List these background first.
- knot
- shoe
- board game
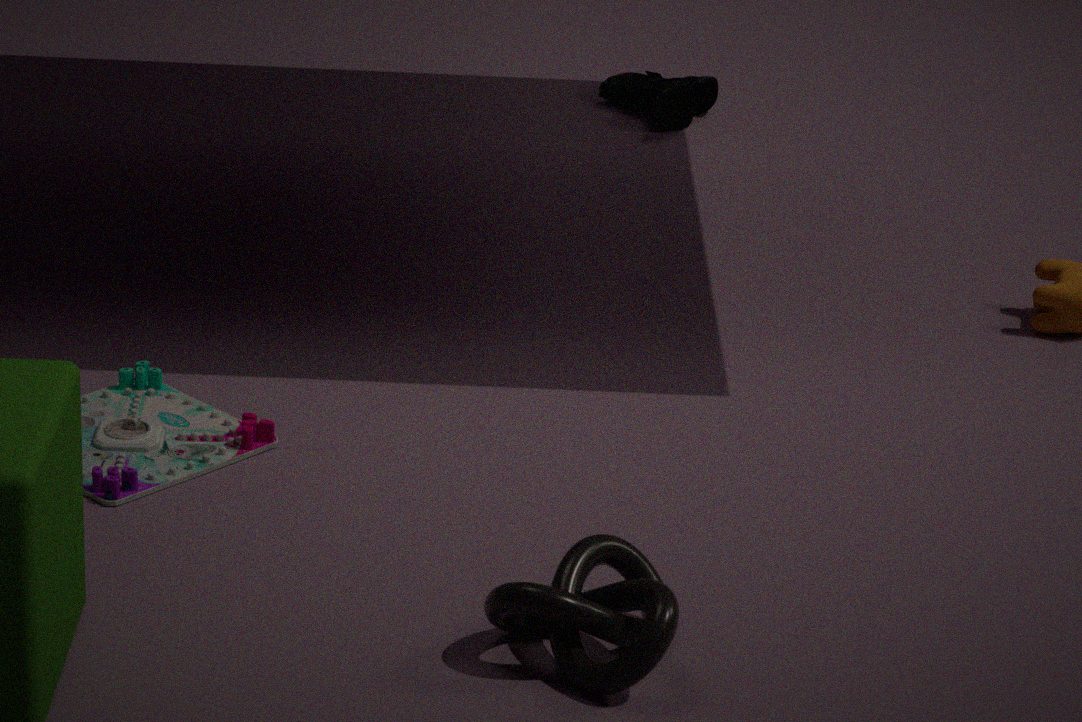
shoe
board game
knot
